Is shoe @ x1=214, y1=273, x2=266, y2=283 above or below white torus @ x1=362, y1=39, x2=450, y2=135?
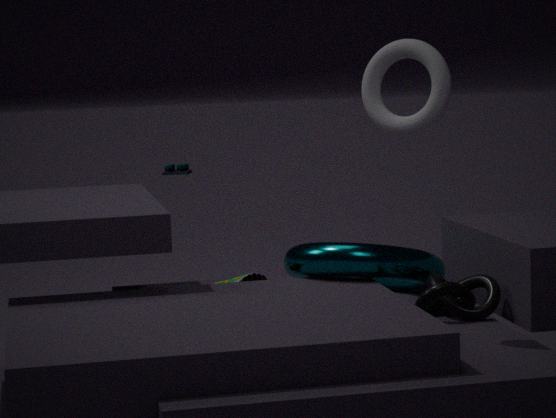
below
